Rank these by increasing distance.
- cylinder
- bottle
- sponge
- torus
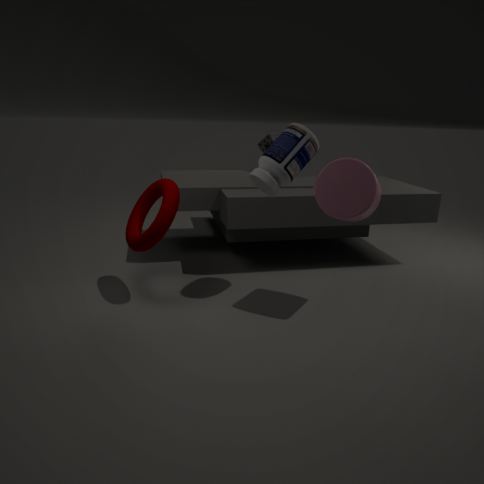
cylinder → bottle → torus → sponge
